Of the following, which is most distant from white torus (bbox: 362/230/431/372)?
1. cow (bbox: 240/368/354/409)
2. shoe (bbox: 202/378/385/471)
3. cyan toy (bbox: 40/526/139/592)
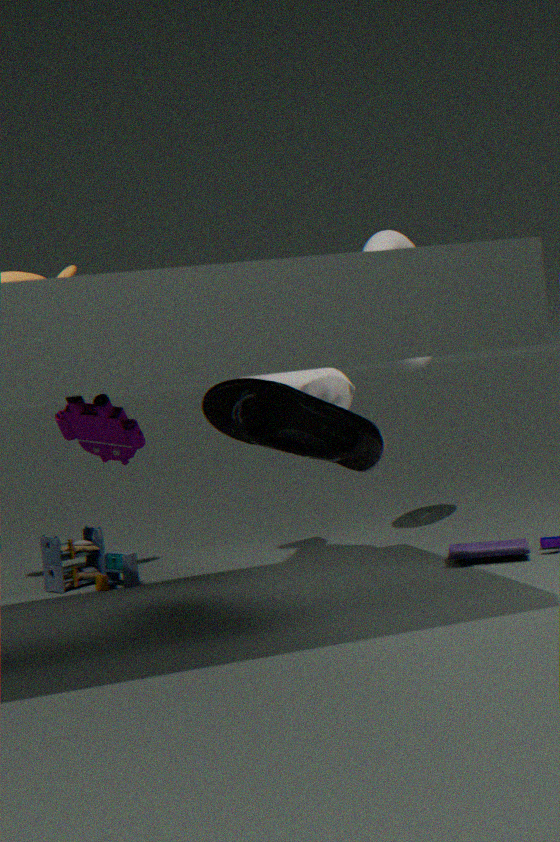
cyan toy (bbox: 40/526/139/592)
